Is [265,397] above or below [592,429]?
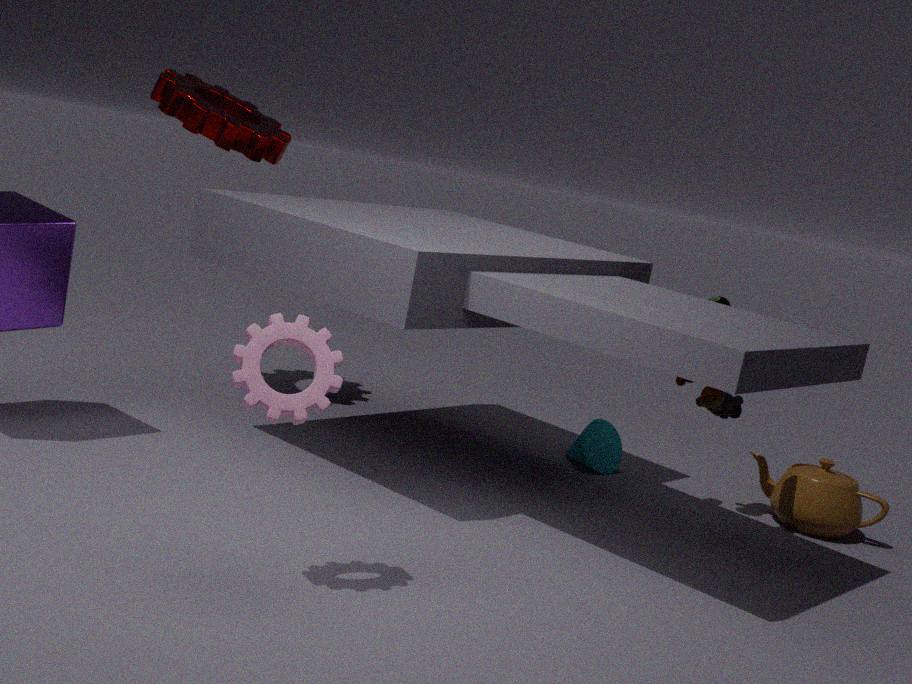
above
